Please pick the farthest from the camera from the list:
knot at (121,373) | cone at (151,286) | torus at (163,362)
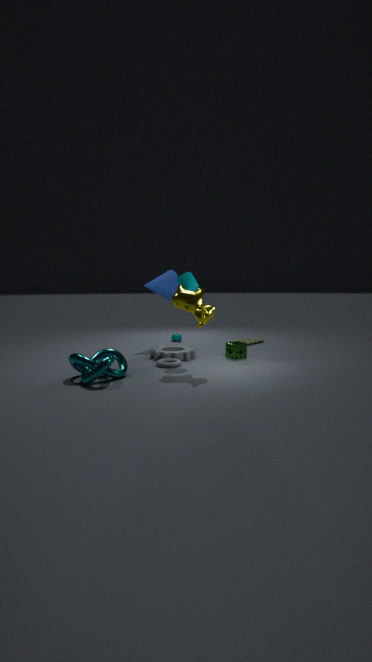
cone at (151,286)
